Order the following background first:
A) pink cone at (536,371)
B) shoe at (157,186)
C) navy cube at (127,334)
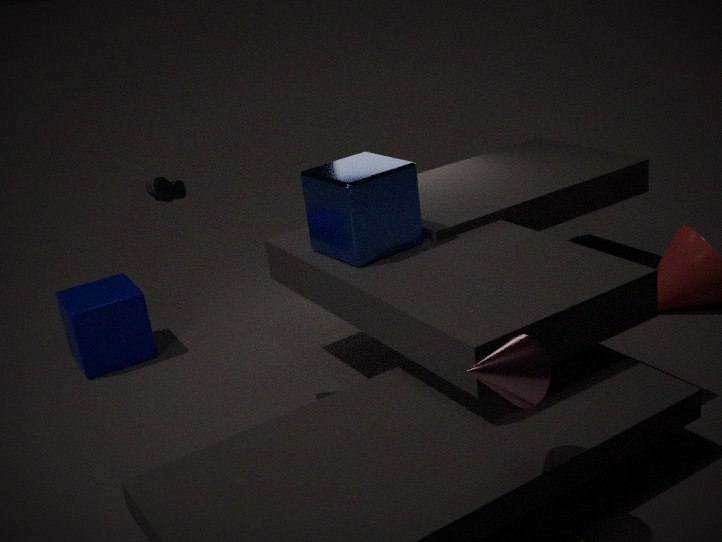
navy cube at (127,334) < shoe at (157,186) < pink cone at (536,371)
